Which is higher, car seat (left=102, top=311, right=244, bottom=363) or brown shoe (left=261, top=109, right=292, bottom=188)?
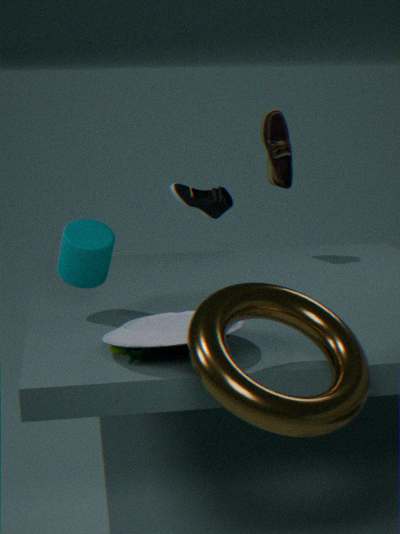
brown shoe (left=261, top=109, right=292, bottom=188)
